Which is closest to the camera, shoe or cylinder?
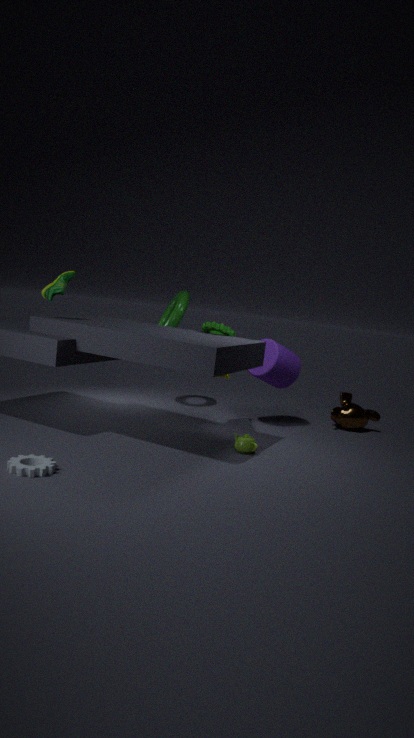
shoe
